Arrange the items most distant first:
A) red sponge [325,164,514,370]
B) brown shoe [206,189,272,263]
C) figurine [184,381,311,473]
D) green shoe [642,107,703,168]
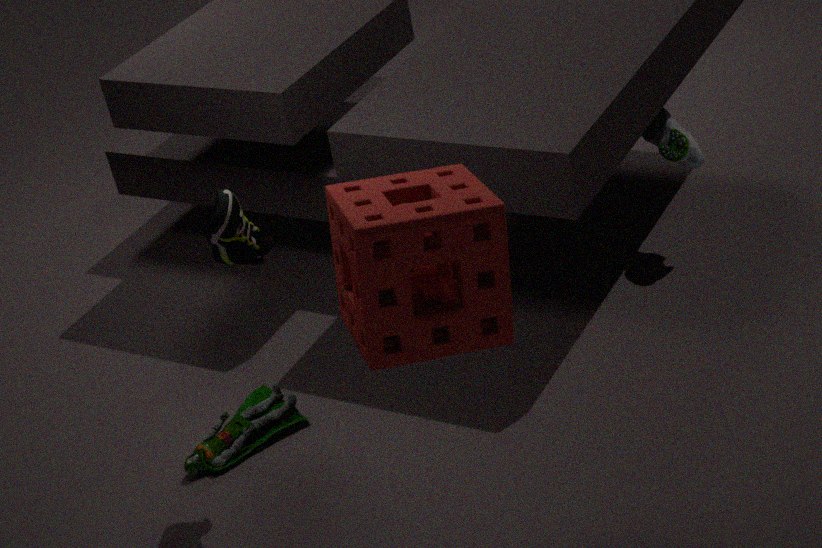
green shoe [642,107,703,168]
figurine [184,381,311,473]
brown shoe [206,189,272,263]
red sponge [325,164,514,370]
